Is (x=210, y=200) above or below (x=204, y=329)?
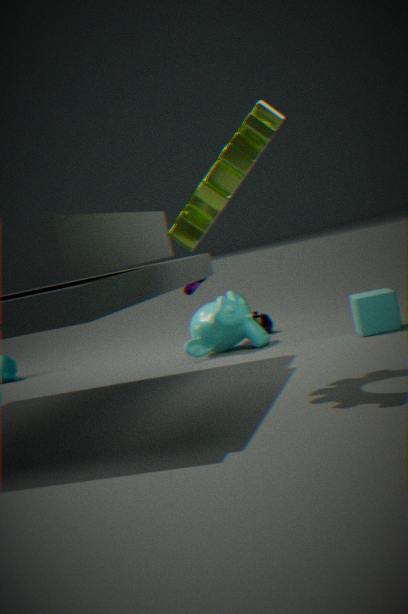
above
